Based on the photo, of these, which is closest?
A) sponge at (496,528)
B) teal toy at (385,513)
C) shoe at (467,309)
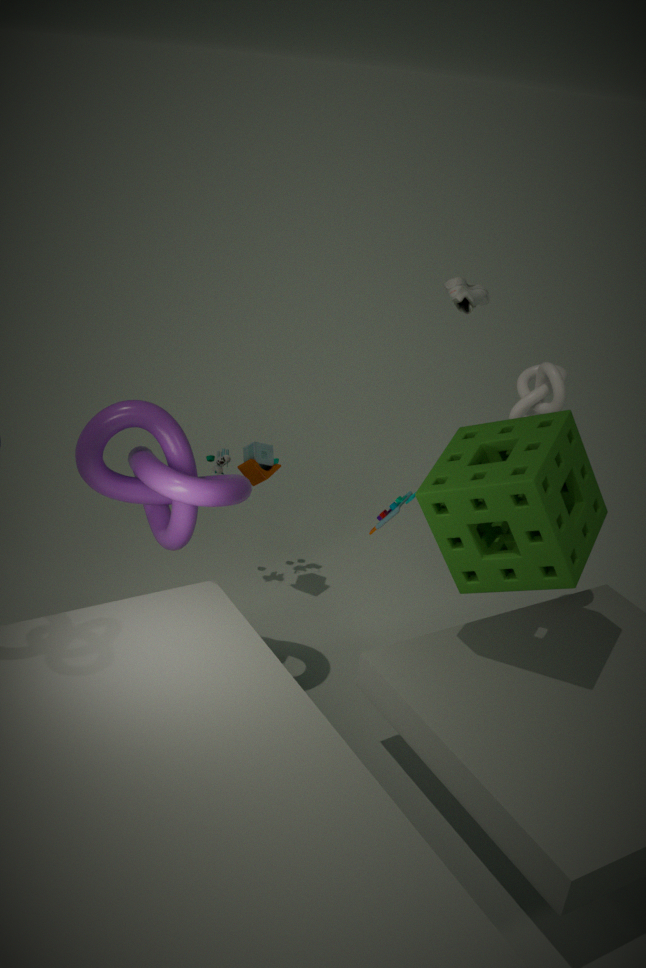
sponge at (496,528)
